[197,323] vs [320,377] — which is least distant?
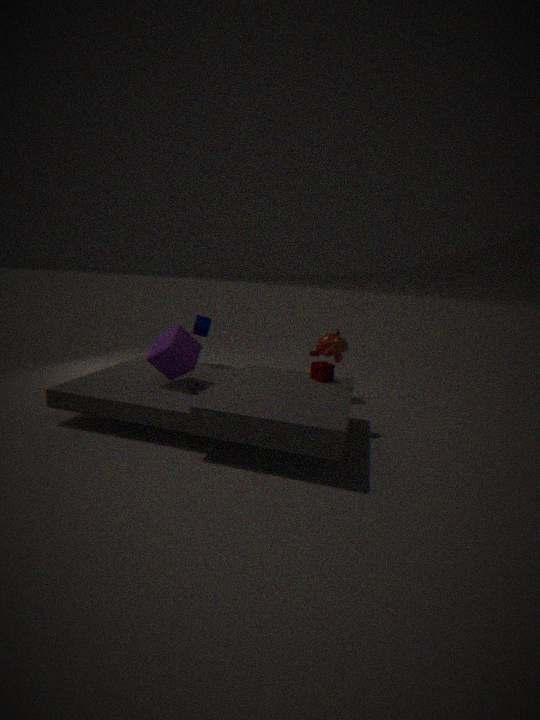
[320,377]
